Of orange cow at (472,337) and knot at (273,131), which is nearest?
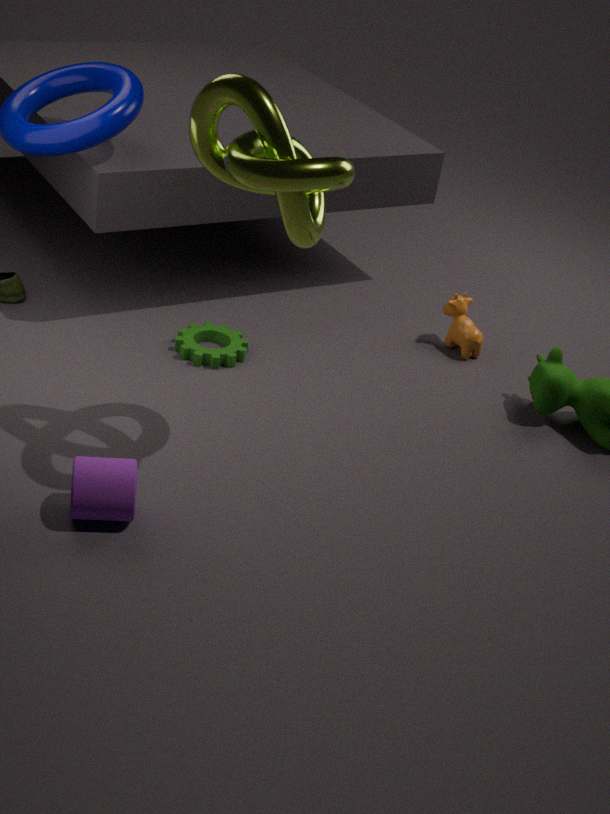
knot at (273,131)
